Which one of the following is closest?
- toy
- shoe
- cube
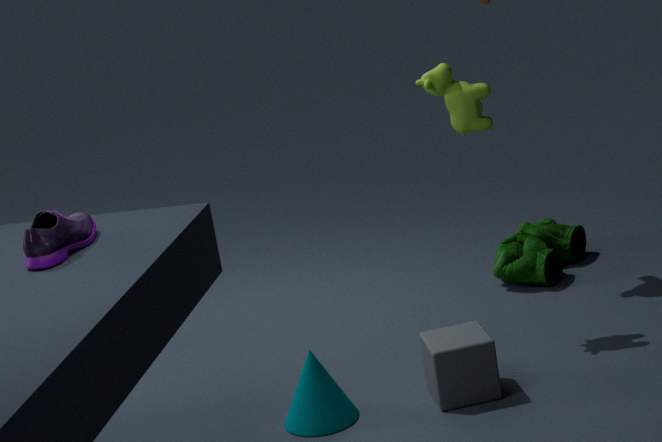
shoe
